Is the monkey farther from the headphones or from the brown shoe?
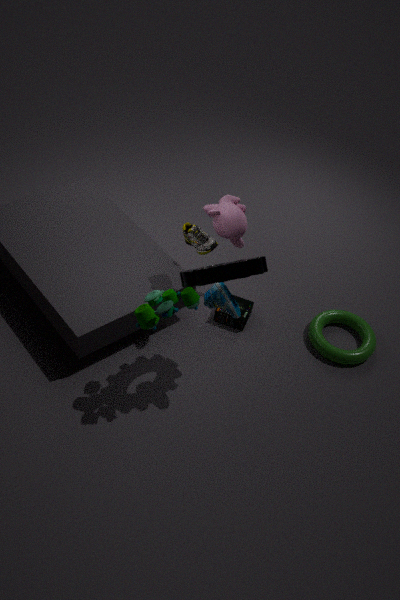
the headphones
